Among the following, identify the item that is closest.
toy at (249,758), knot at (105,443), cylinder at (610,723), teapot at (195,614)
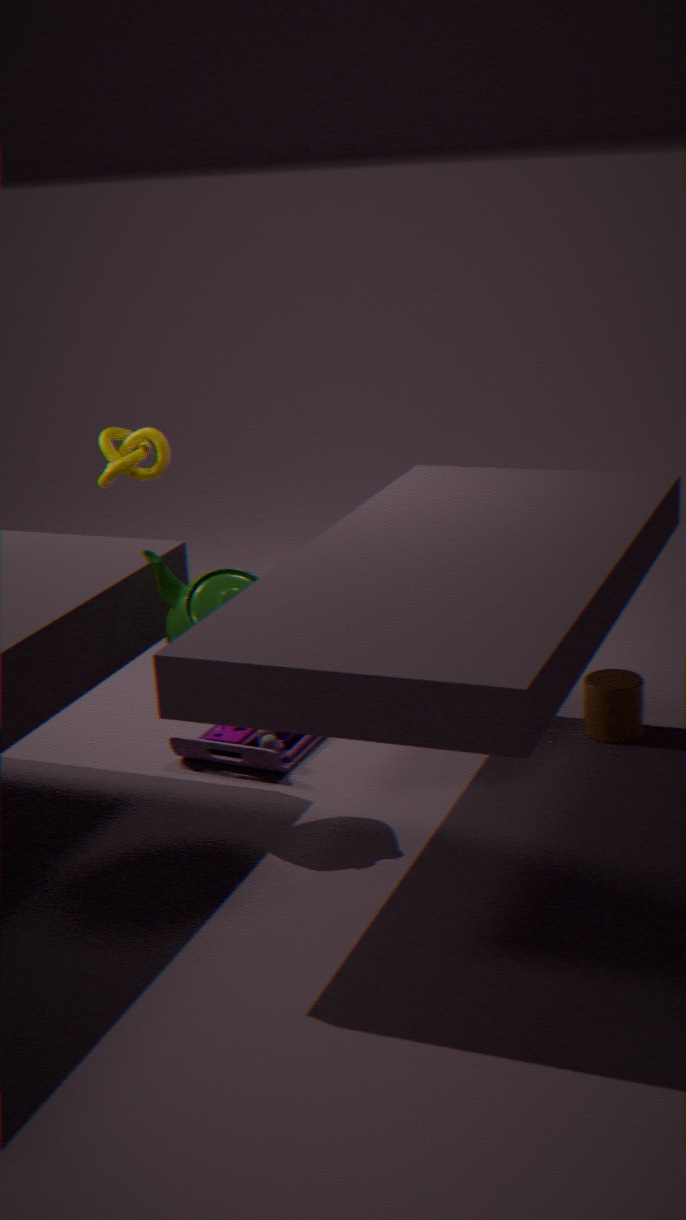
teapot at (195,614)
